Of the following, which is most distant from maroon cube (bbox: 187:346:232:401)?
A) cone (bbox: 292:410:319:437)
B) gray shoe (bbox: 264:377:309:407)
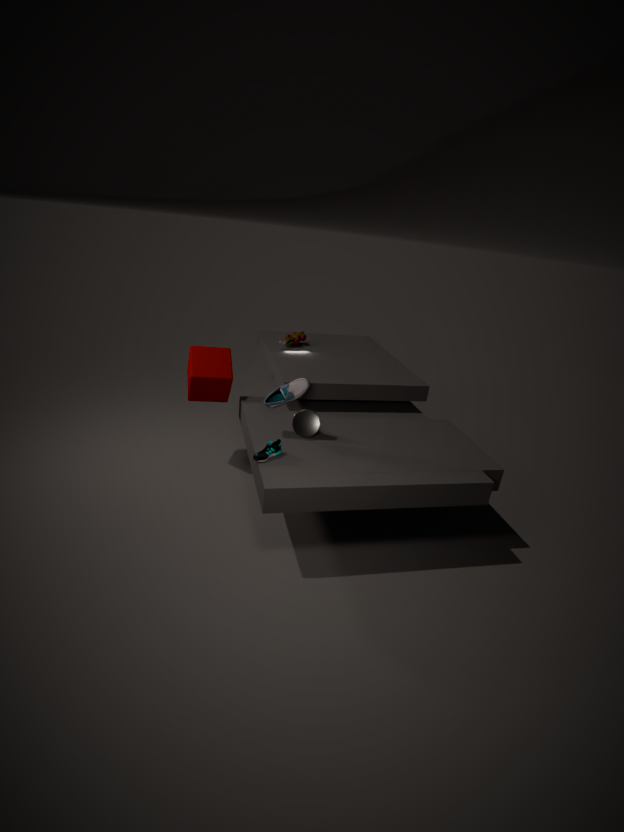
cone (bbox: 292:410:319:437)
